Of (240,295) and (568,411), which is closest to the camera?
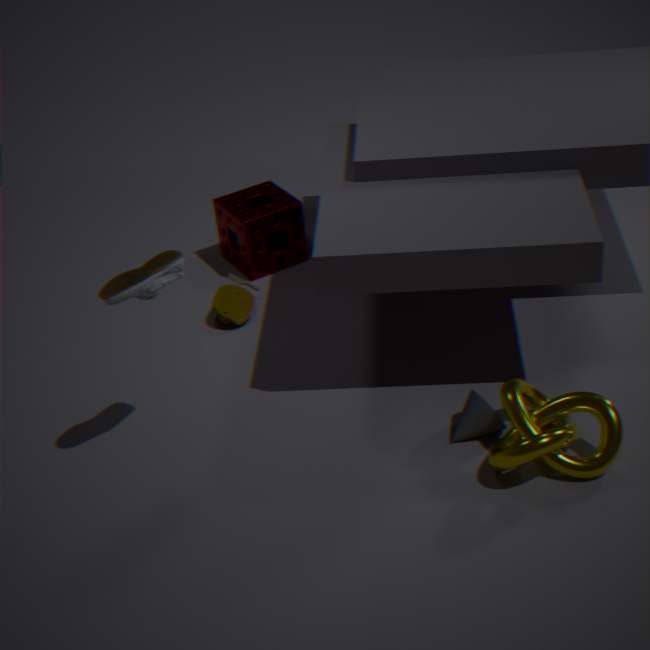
(568,411)
